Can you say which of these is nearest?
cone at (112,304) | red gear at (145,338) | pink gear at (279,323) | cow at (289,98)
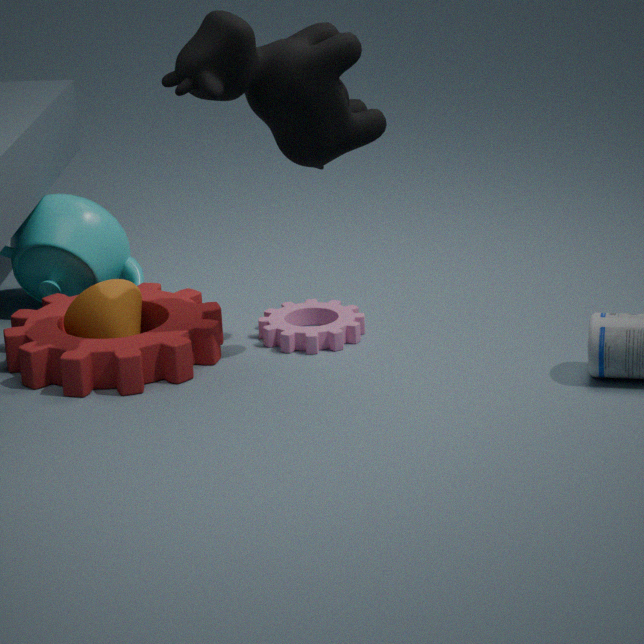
cow at (289,98)
